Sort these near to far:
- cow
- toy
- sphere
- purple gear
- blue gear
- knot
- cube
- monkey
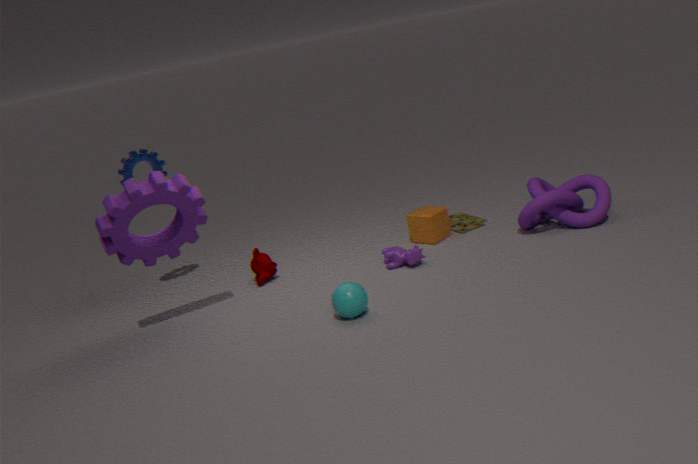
purple gear
sphere
cow
knot
blue gear
monkey
cube
toy
